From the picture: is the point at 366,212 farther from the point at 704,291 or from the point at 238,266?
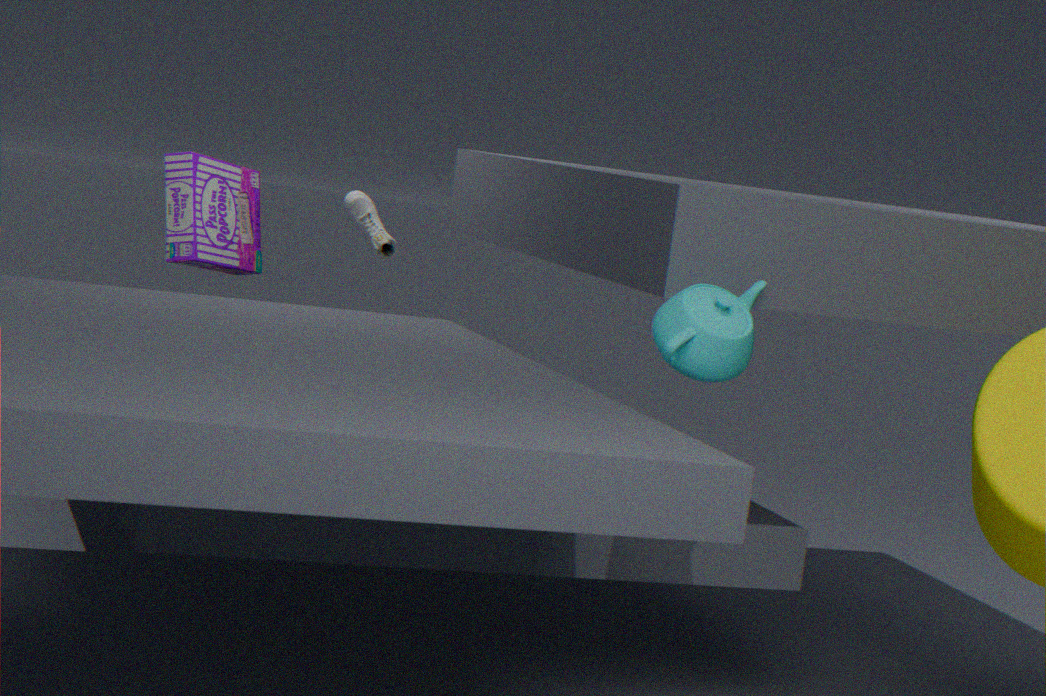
the point at 704,291
